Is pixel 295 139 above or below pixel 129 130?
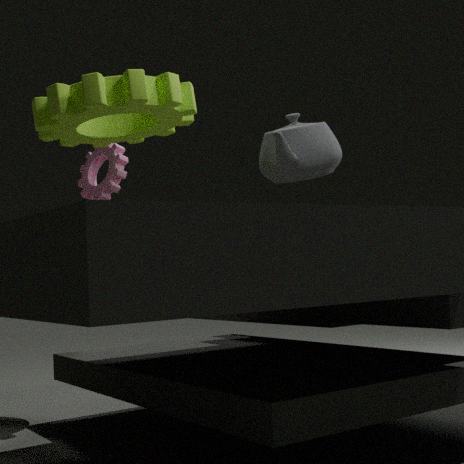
below
